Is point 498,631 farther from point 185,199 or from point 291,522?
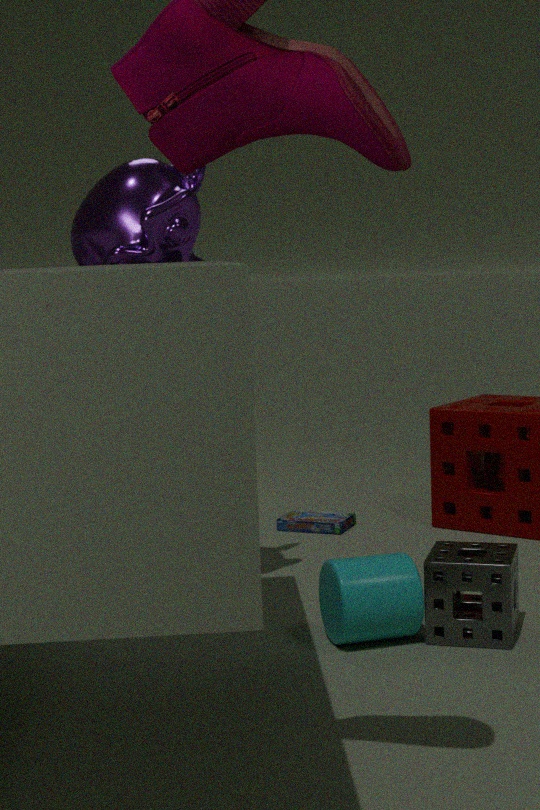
point 185,199
